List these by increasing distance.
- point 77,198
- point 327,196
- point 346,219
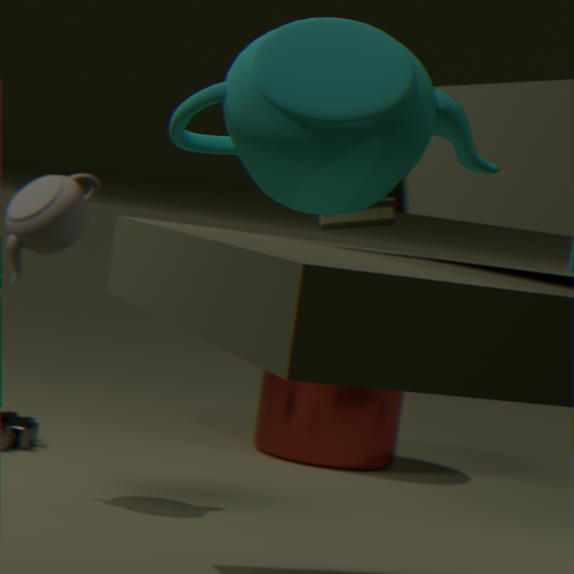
point 327,196, point 346,219, point 77,198
